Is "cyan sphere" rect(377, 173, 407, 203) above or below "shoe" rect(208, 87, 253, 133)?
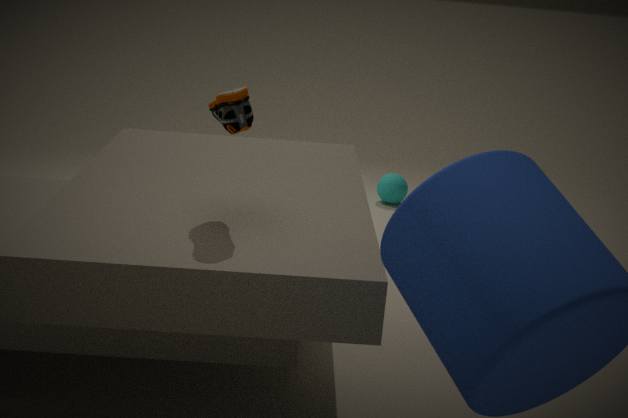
below
